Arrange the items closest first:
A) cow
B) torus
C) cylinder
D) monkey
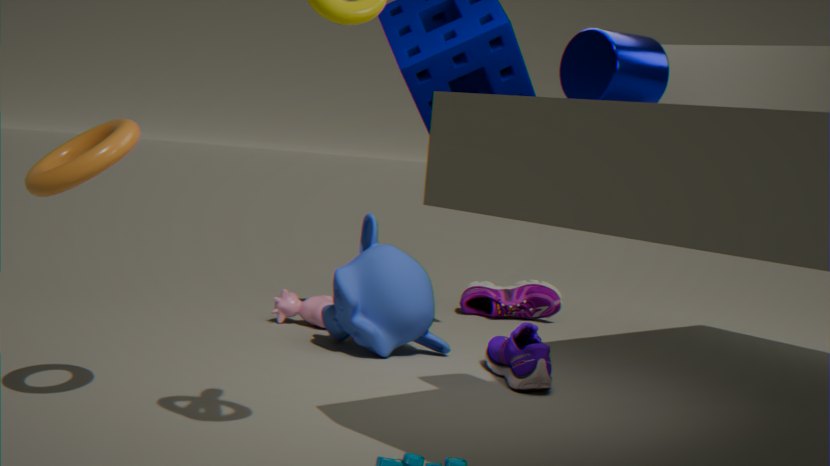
torus, cylinder, monkey, cow
